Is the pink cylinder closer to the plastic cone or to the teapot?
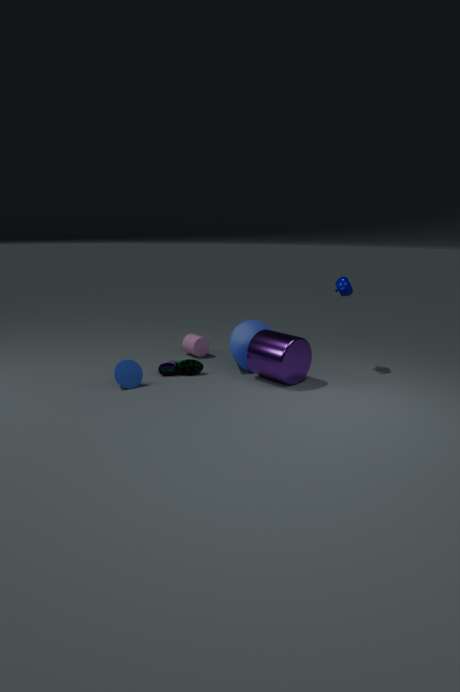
the plastic cone
